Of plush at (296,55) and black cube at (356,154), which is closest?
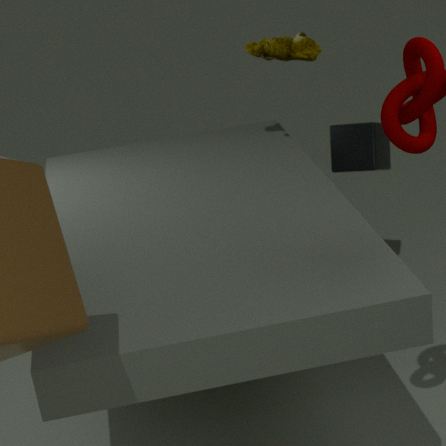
plush at (296,55)
